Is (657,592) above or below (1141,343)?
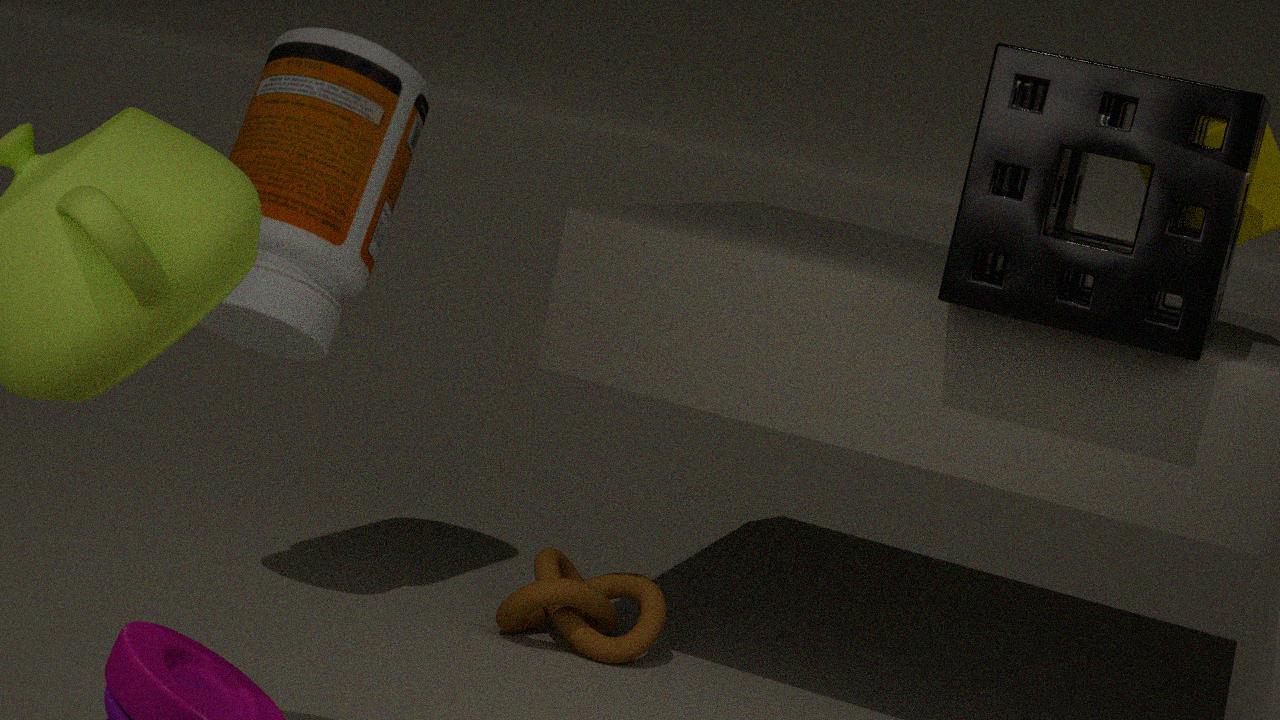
below
